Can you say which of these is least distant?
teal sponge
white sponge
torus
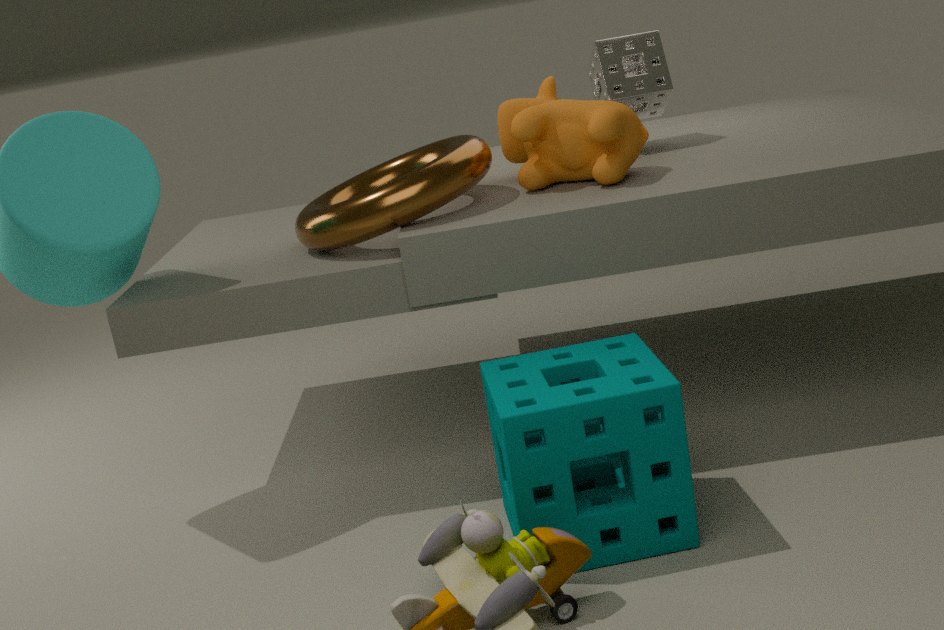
teal sponge
